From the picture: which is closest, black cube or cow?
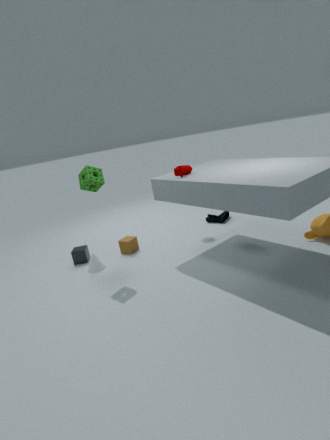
cow
